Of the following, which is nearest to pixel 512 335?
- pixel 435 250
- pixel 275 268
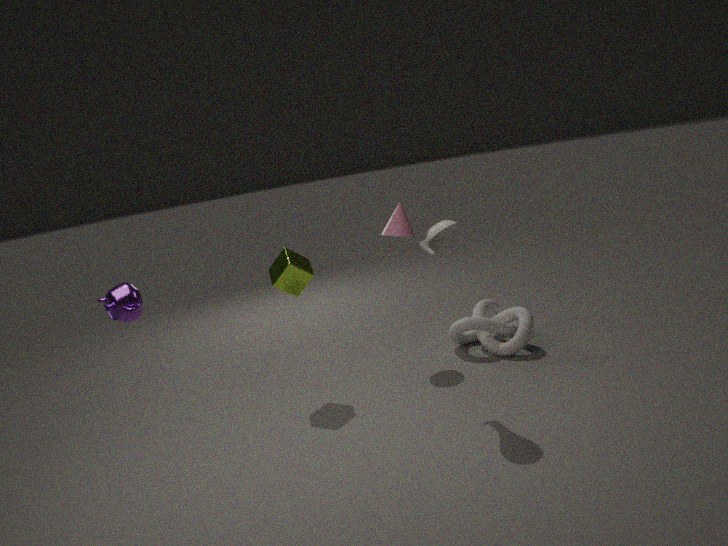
pixel 435 250
